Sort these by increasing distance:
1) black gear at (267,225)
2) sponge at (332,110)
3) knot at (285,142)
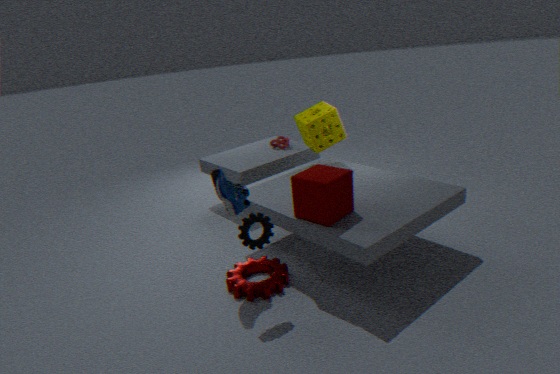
1
2
3
